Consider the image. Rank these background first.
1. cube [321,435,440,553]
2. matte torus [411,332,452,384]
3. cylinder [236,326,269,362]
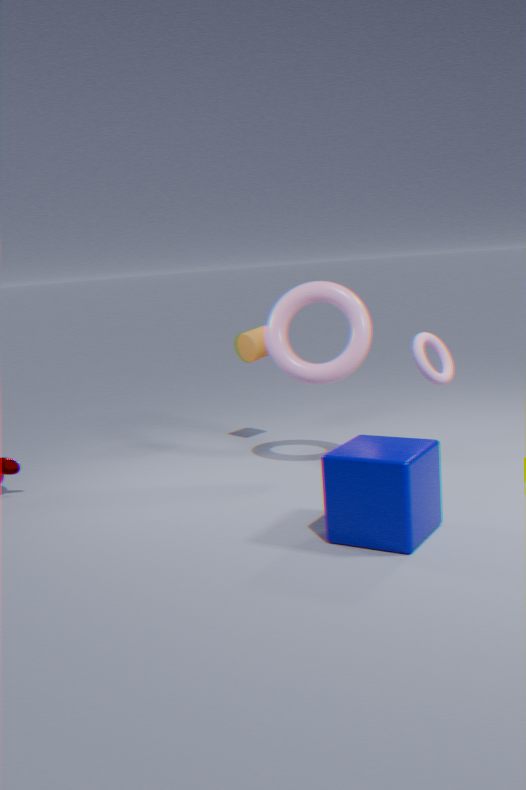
1. cylinder [236,326,269,362]
2. matte torus [411,332,452,384]
3. cube [321,435,440,553]
